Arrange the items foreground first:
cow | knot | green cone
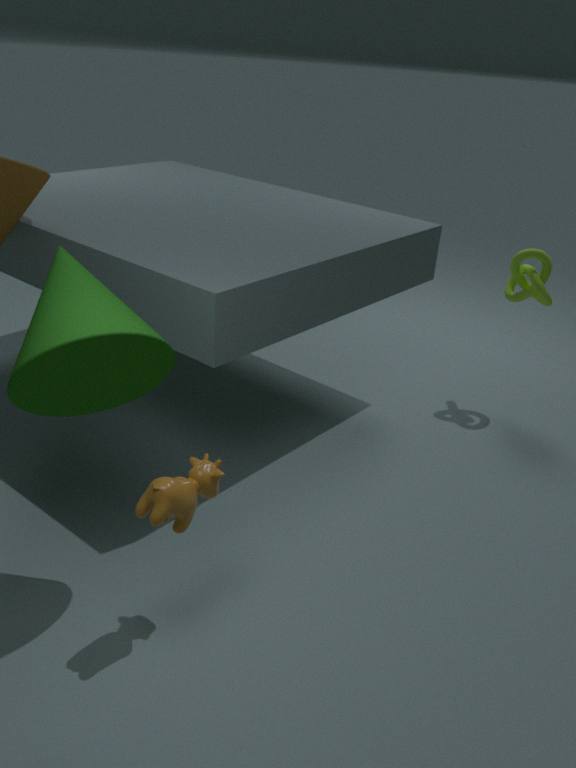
1. green cone
2. cow
3. knot
